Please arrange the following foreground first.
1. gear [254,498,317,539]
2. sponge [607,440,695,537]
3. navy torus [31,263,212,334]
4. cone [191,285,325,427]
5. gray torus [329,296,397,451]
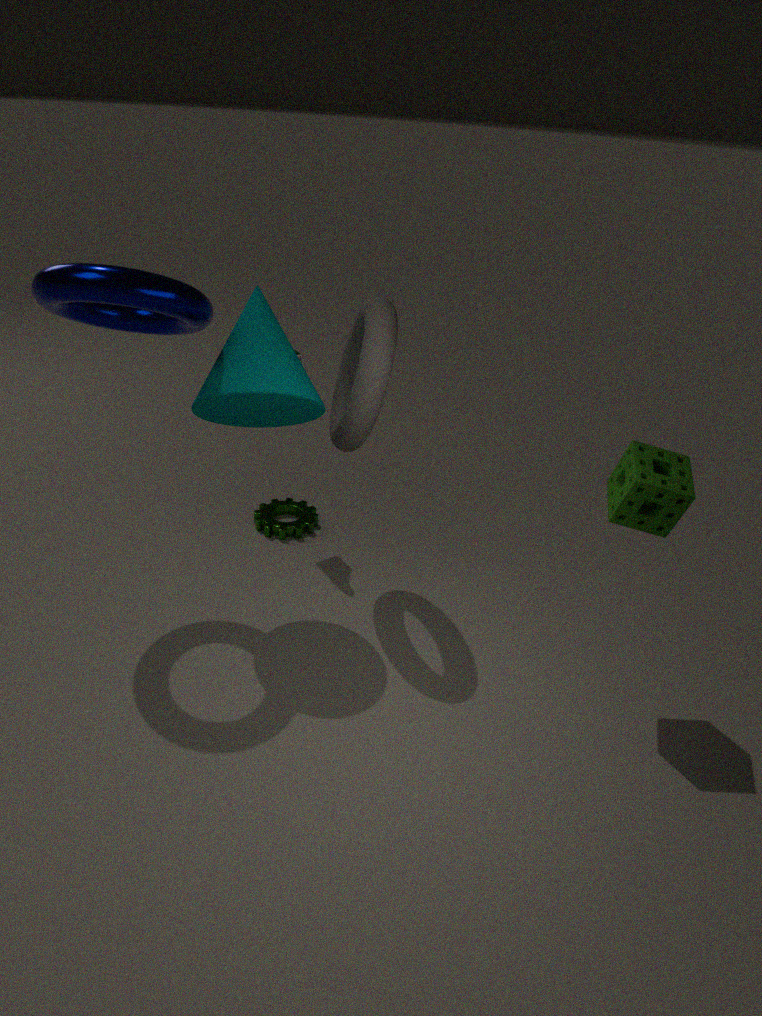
navy torus [31,263,212,334] < sponge [607,440,695,537] < cone [191,285,325,427] < gray torus [329,296,397,451] < gear [254,498,317,539]
